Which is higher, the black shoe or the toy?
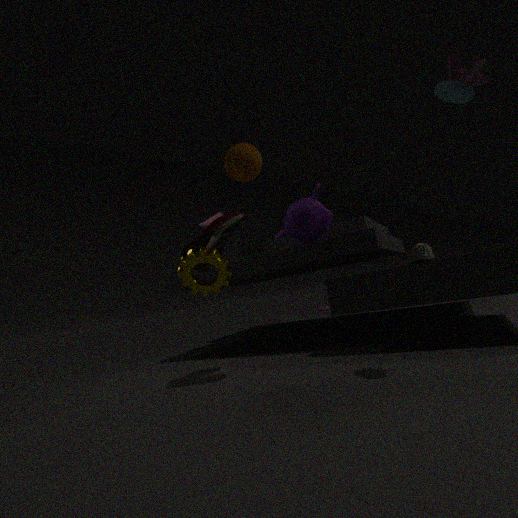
the toy
